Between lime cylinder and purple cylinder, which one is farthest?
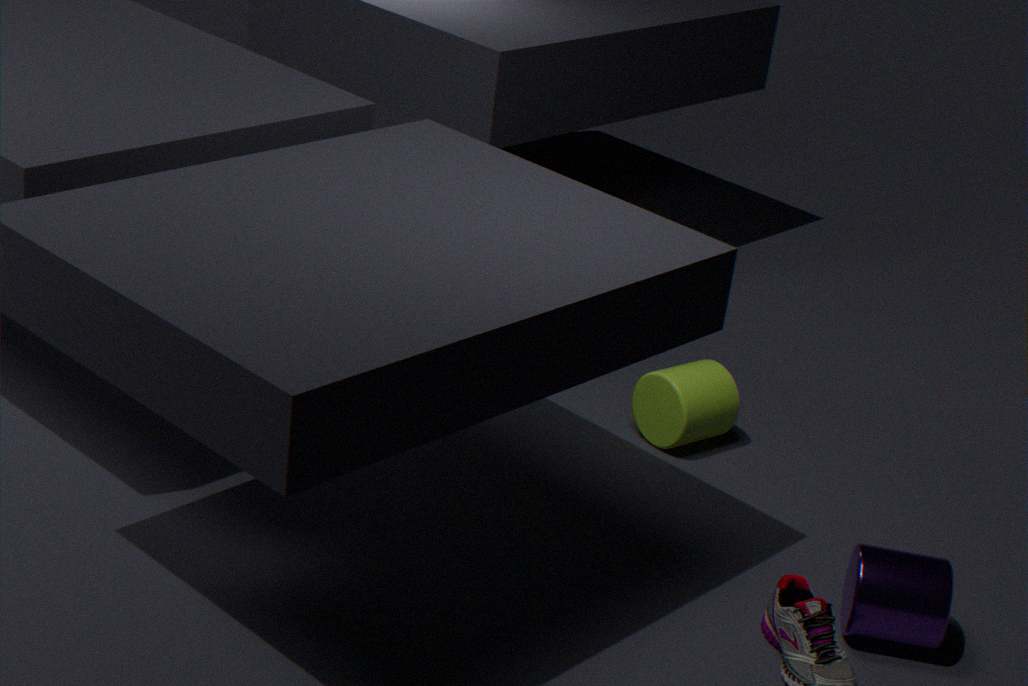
lime cylinder
